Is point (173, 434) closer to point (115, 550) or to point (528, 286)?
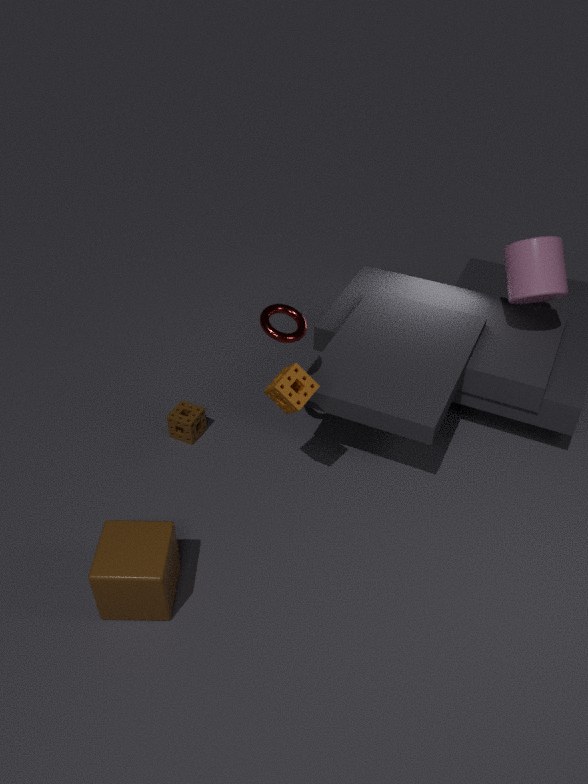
point (115, 550)
